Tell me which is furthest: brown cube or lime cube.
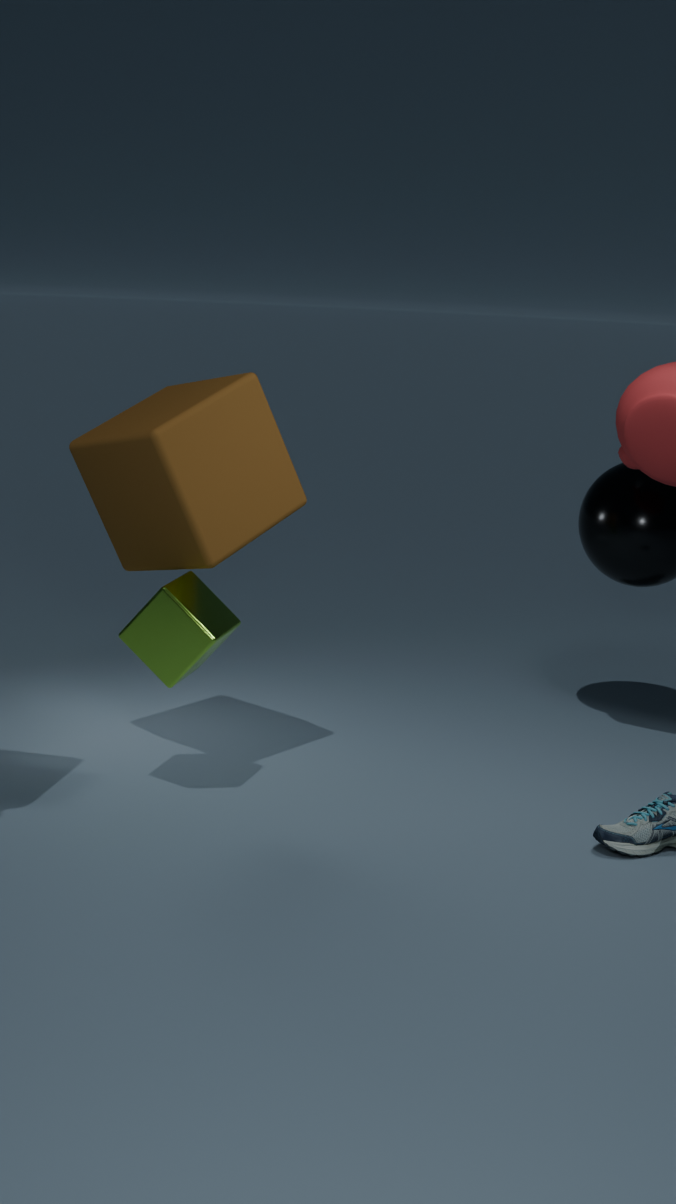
brown cube
